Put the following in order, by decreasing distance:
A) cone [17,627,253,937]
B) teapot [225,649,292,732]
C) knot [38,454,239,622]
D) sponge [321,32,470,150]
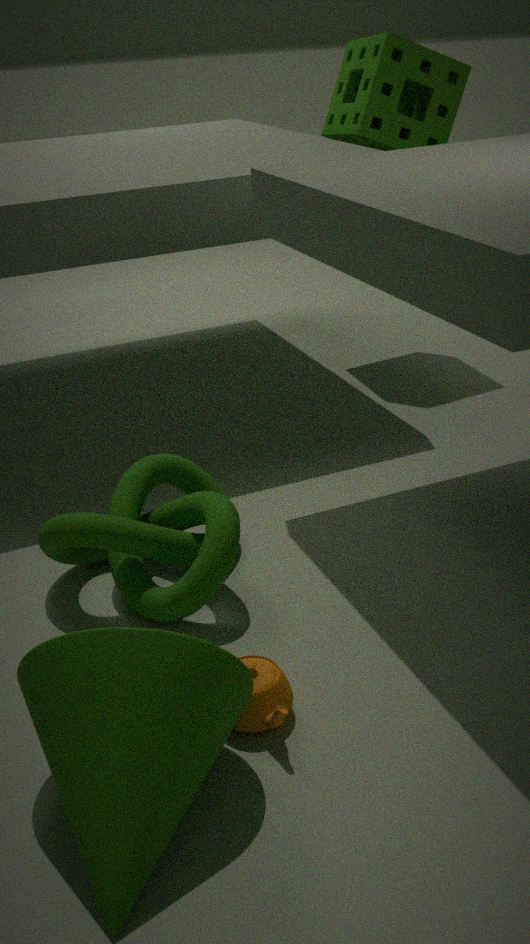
sponge [321,32,470,150] < knot [38,454,239,622] < teapot [225,649,292,732] < cone [17,627,253,937]
